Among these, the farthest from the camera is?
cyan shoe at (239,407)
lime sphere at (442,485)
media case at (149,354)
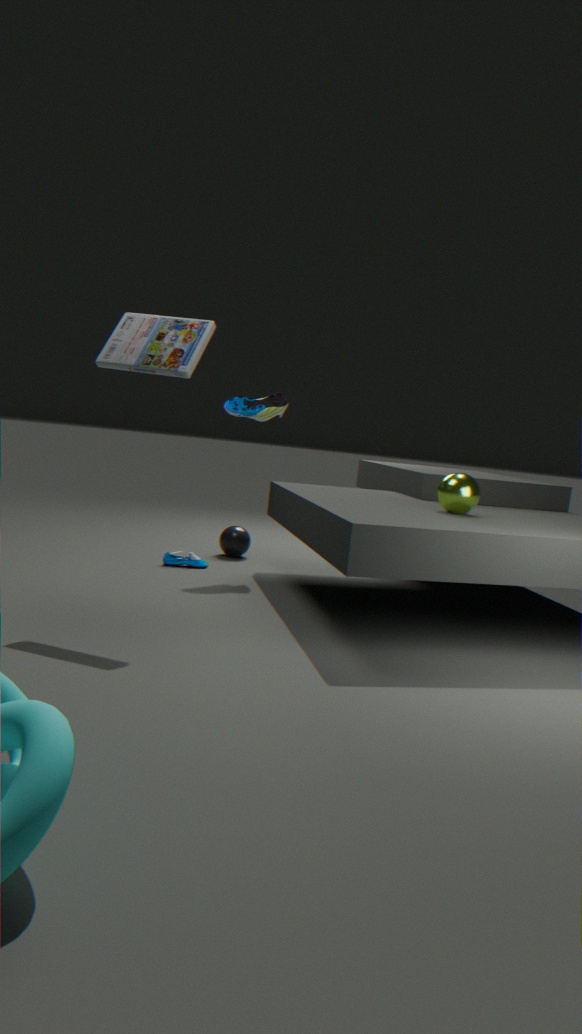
cyan shoe at (239,407)
